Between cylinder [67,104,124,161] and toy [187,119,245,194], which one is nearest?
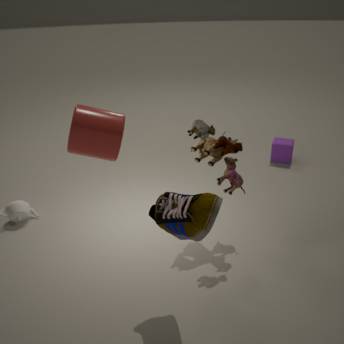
cylinder [67,104,124,161]
